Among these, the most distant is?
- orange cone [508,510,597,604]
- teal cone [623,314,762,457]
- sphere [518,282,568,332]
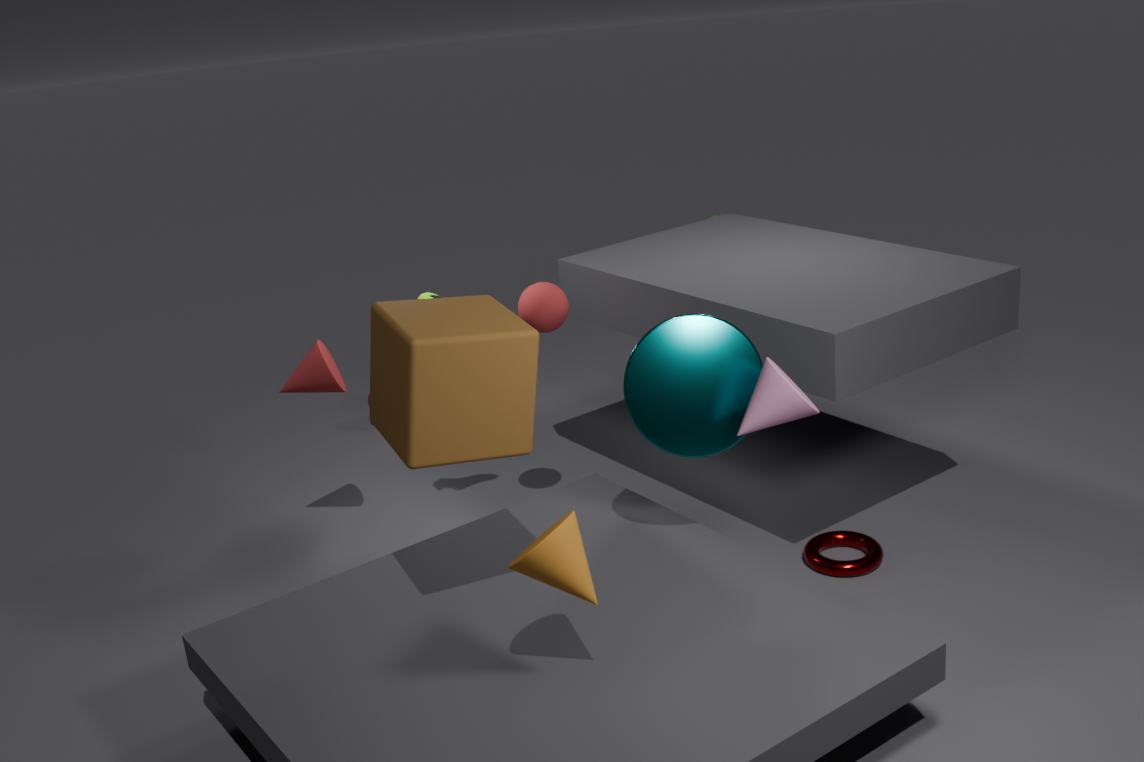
sphere [518,282,568,332]
